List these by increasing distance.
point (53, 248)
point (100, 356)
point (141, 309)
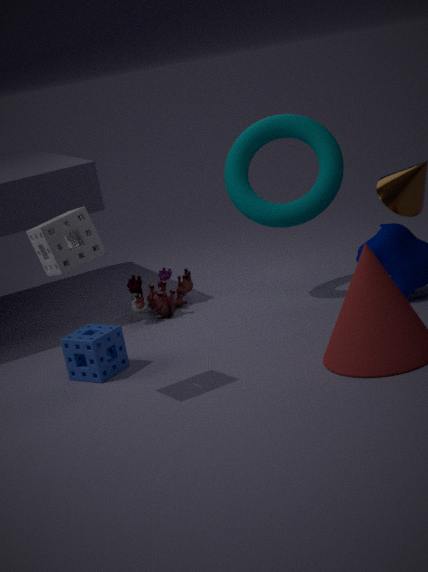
1. point (53, 248)
2. point (100, 356)
3. point (141, 309)
